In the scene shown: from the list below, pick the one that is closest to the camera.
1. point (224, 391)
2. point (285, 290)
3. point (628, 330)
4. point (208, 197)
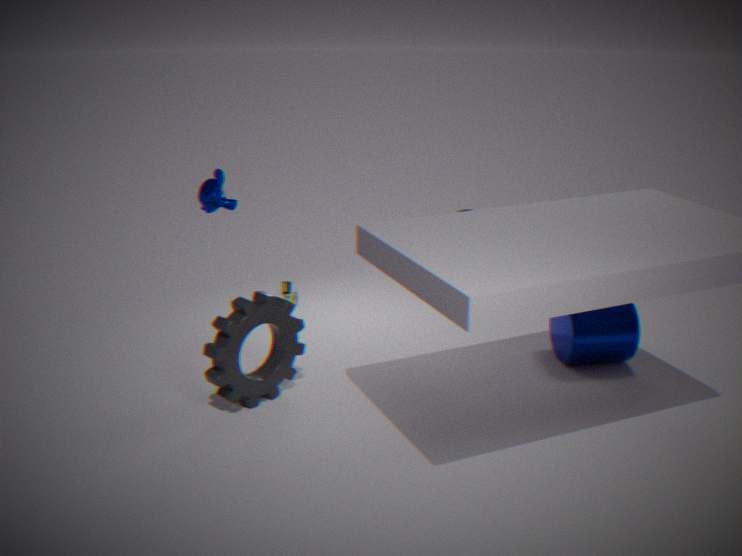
point (224, 391)
